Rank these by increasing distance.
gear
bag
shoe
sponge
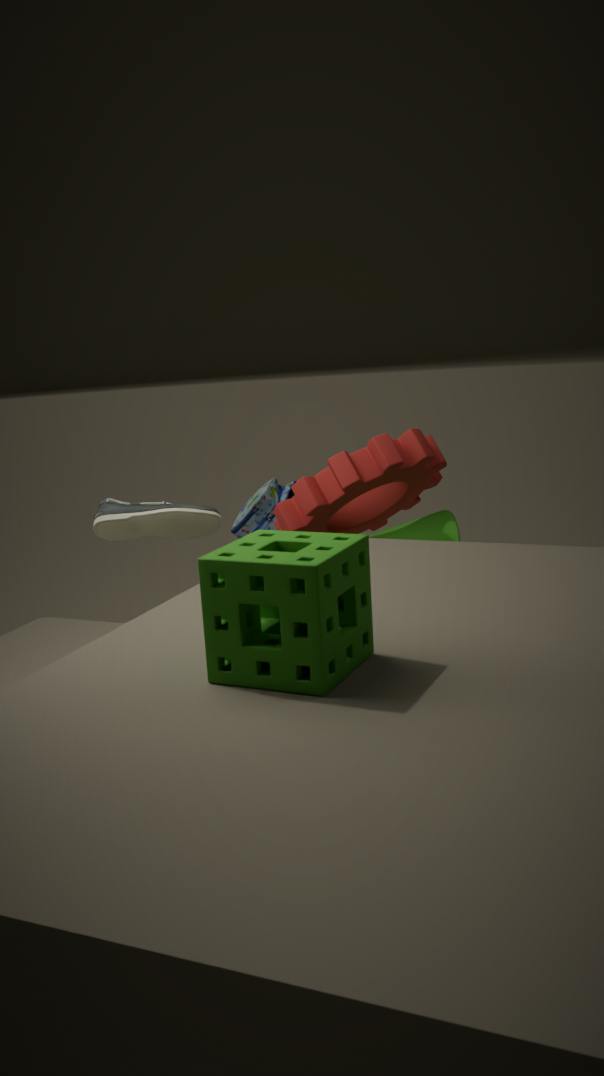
1. sponge
2. shoe
3. gear
4. bag
